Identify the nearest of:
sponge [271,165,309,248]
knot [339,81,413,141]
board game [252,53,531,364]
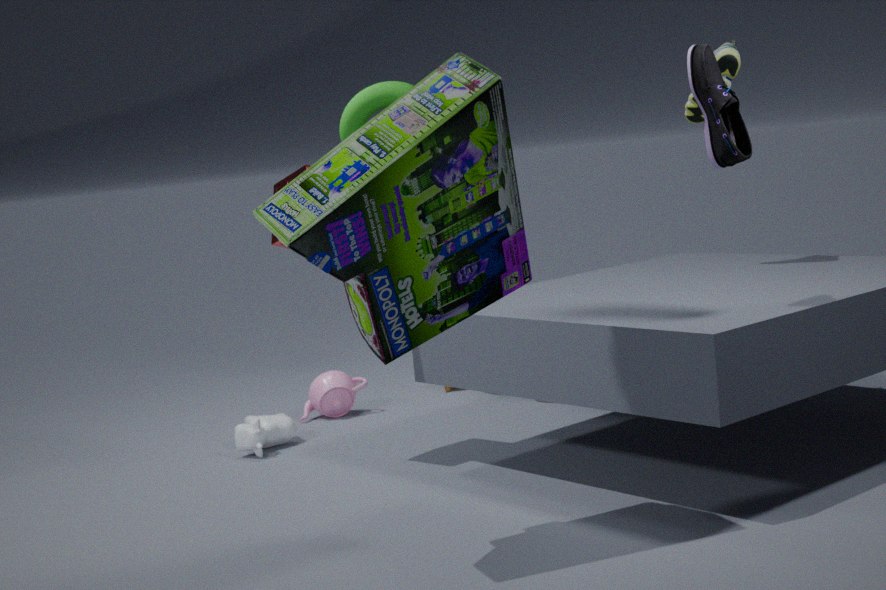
board game [252,53,531,364]
